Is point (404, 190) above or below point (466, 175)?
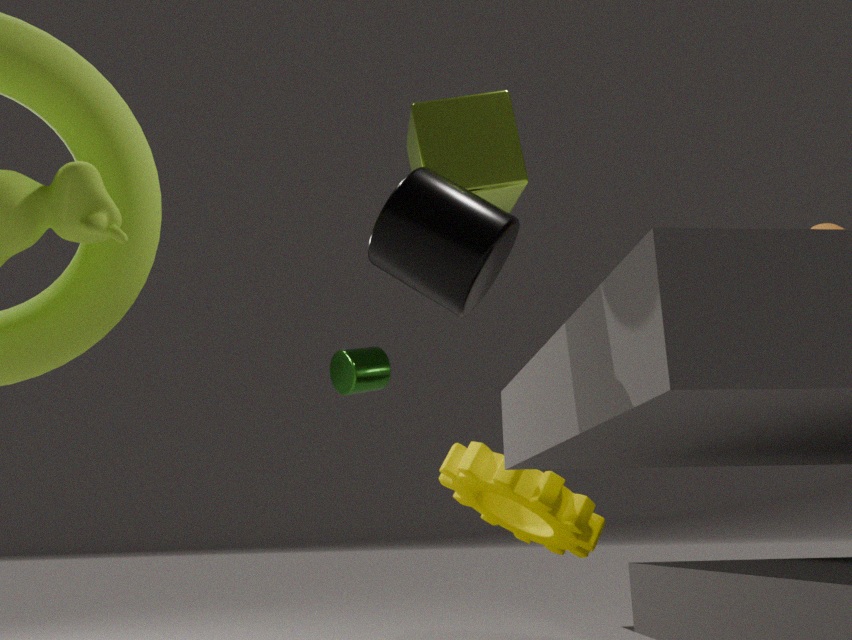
below
